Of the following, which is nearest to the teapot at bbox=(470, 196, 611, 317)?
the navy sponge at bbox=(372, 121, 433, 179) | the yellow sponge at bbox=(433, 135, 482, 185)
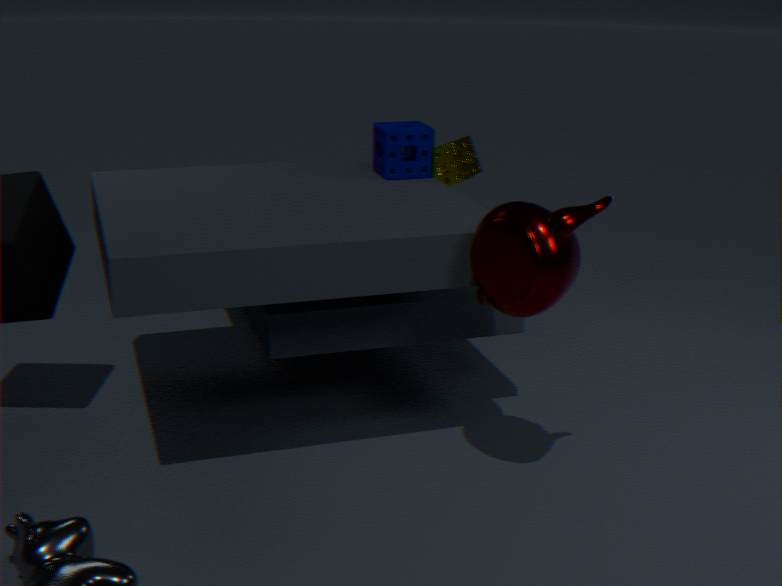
the navy sponge at bbox=(372, 121, 433, 179)
